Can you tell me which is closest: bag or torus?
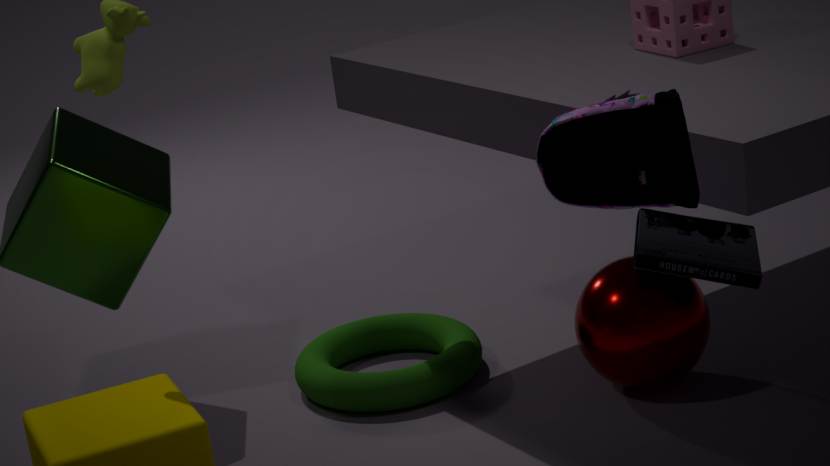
bag
